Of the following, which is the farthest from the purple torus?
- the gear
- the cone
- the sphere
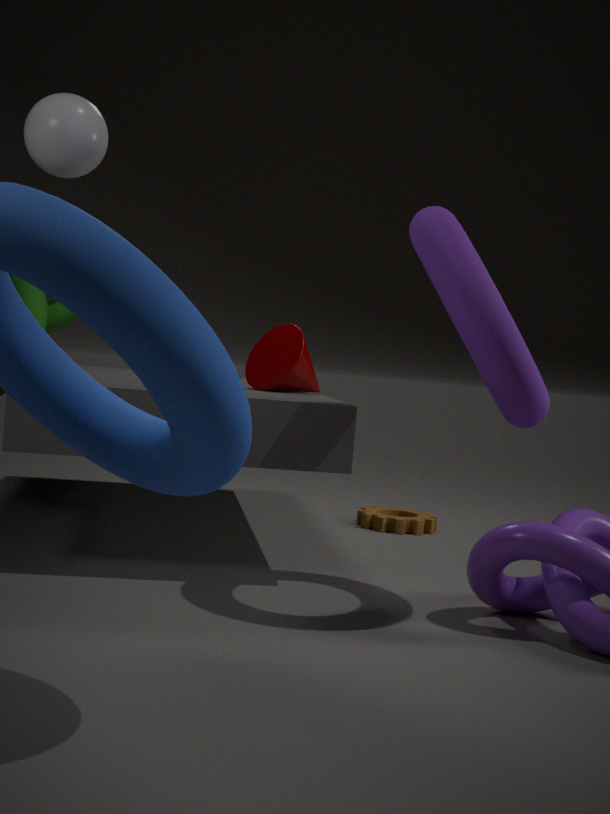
the gear
